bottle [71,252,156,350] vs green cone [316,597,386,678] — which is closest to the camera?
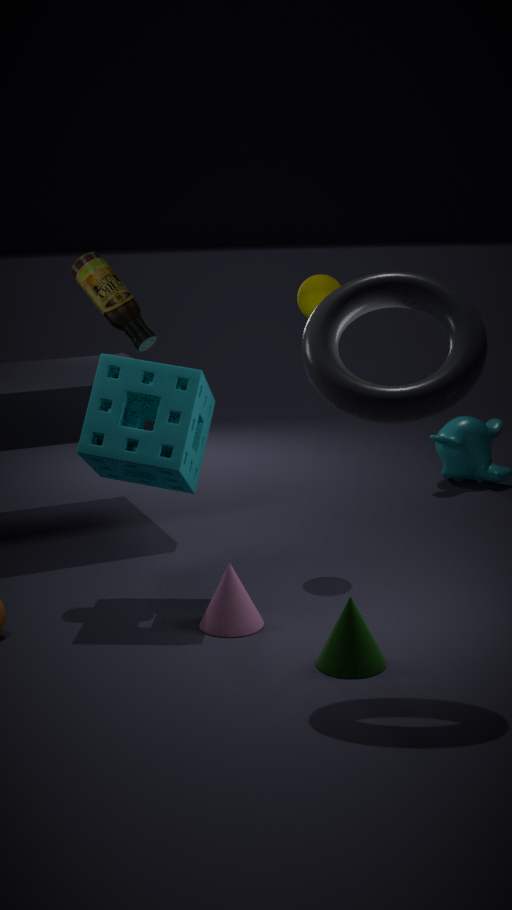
green cone [316,597,386,678]
